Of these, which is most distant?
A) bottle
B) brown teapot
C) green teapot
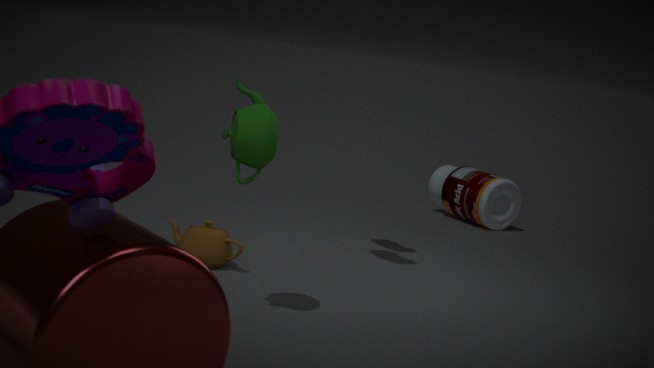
bottle
